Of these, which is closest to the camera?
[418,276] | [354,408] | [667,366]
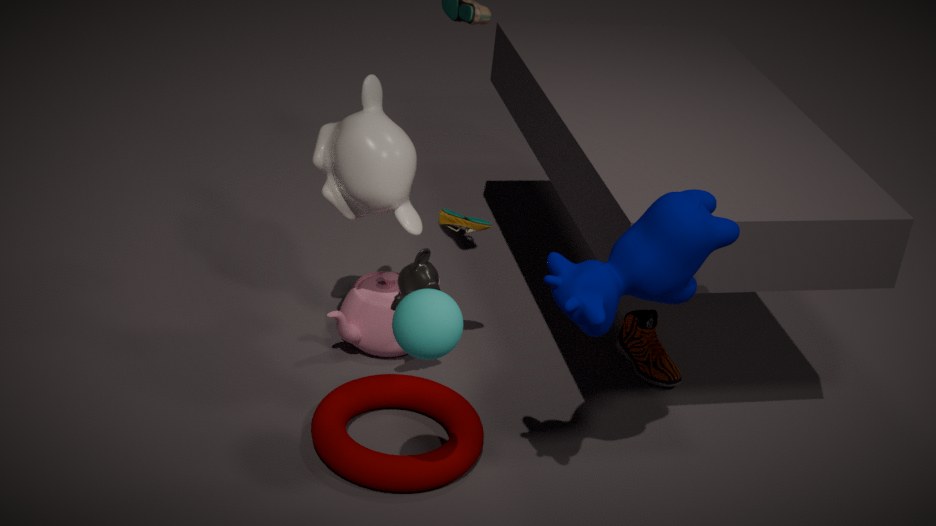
[418,276]
